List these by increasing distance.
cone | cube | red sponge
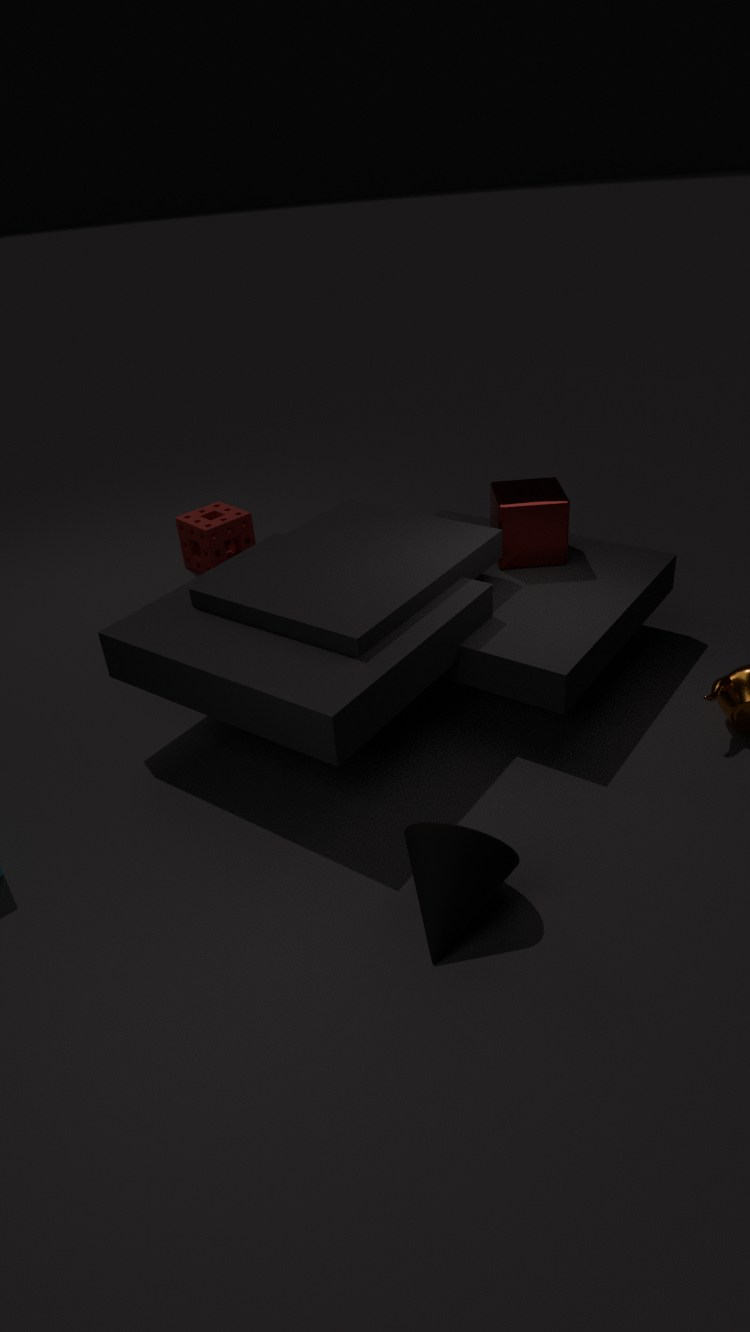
cone, cube, red sponge
